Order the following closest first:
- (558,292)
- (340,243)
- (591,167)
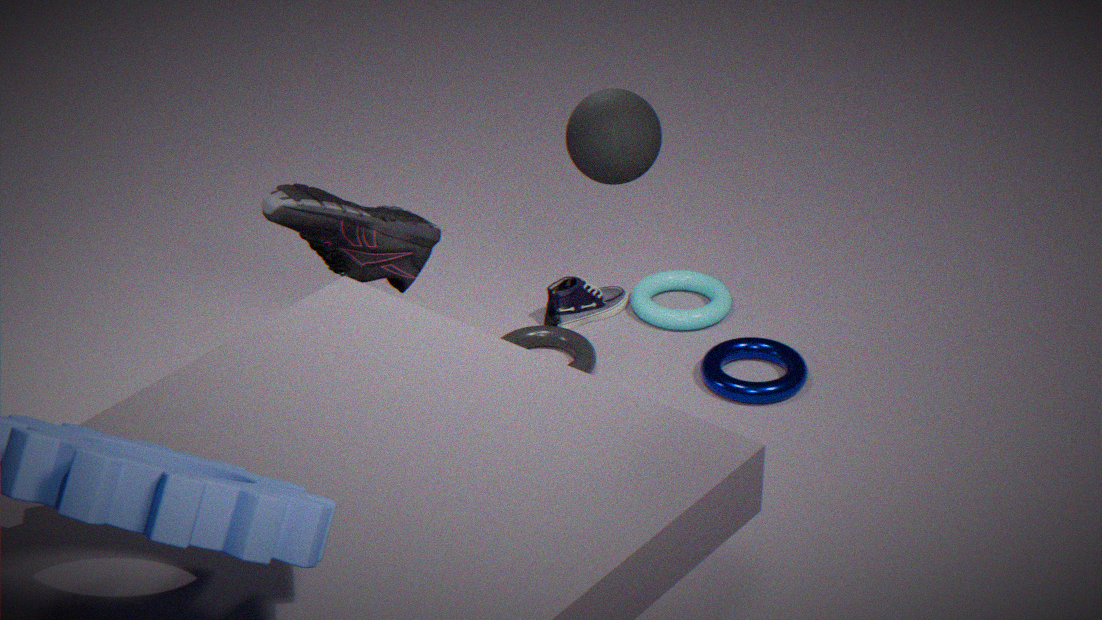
(591,167)
(340,243)
(558,292)
